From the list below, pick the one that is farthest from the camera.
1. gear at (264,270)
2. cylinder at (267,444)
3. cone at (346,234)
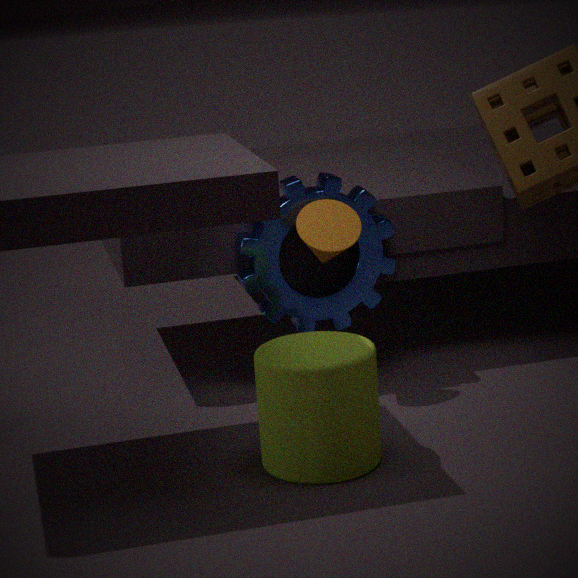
gear at (264,270)
